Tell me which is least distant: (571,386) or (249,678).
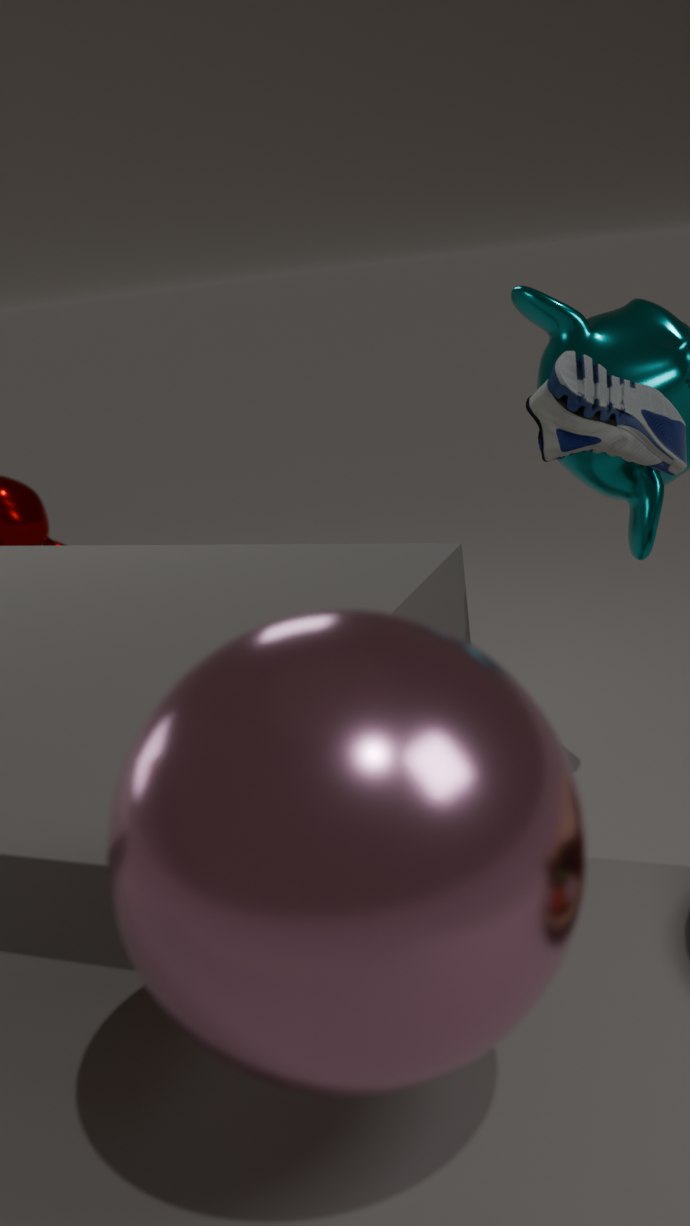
(249,678)
